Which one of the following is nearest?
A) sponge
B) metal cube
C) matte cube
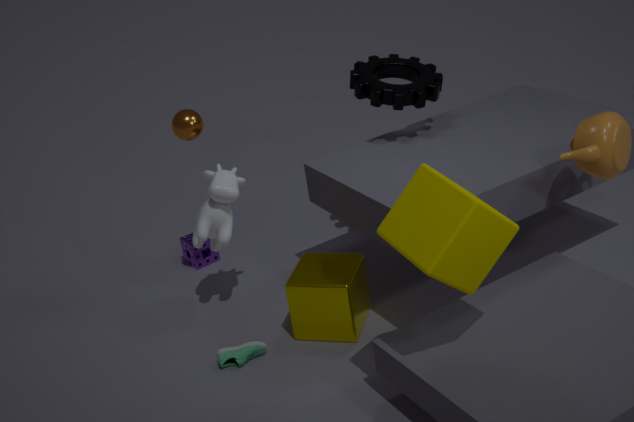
matte cube
